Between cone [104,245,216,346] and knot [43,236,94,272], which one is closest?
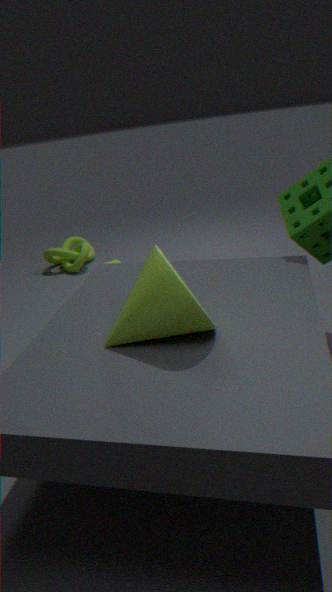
cone [104,245,216,346]
